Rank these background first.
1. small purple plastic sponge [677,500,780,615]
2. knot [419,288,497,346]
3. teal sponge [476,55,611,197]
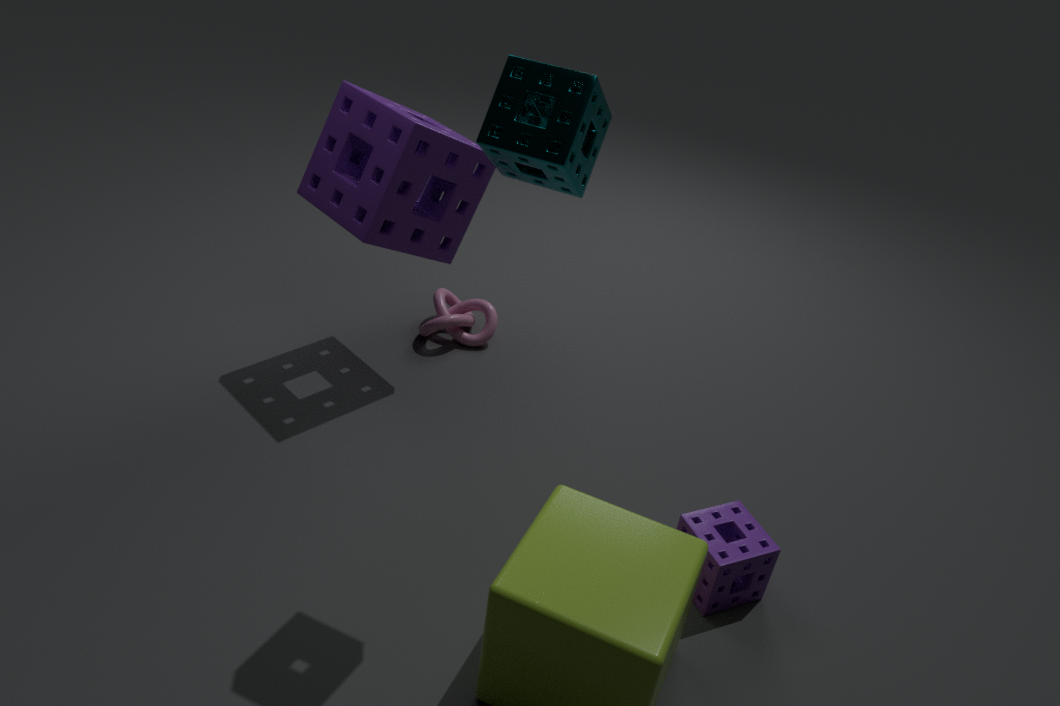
knot [419,288,497,346]
small purple plastic sponge [677,500,780,615]
teal sponge [476,55,611,197]
